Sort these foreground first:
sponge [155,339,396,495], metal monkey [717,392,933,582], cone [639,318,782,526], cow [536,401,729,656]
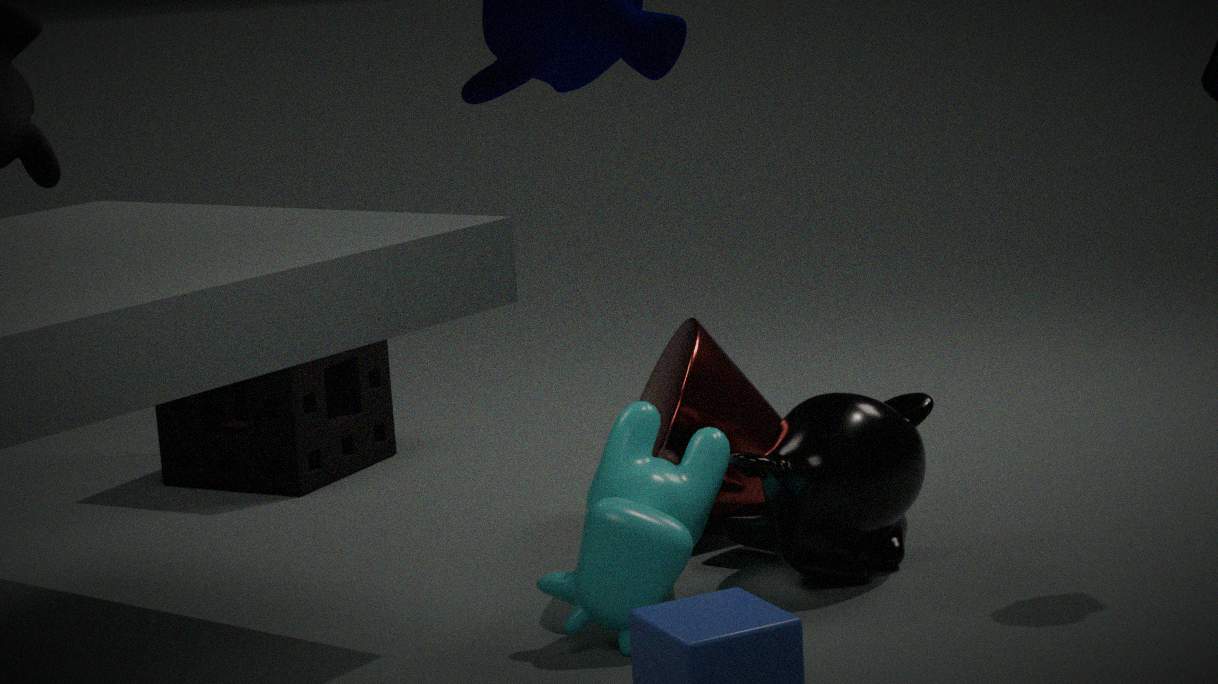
1. cow [536,401,729,656]
2. metal monkey [717,392,933,582]
3. cone [639,318,782,526]
4. sponge [155,339,396,495]
